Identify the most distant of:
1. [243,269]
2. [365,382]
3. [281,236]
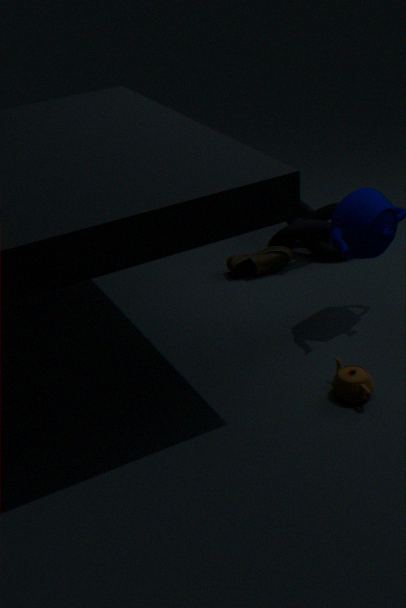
[243,269]
